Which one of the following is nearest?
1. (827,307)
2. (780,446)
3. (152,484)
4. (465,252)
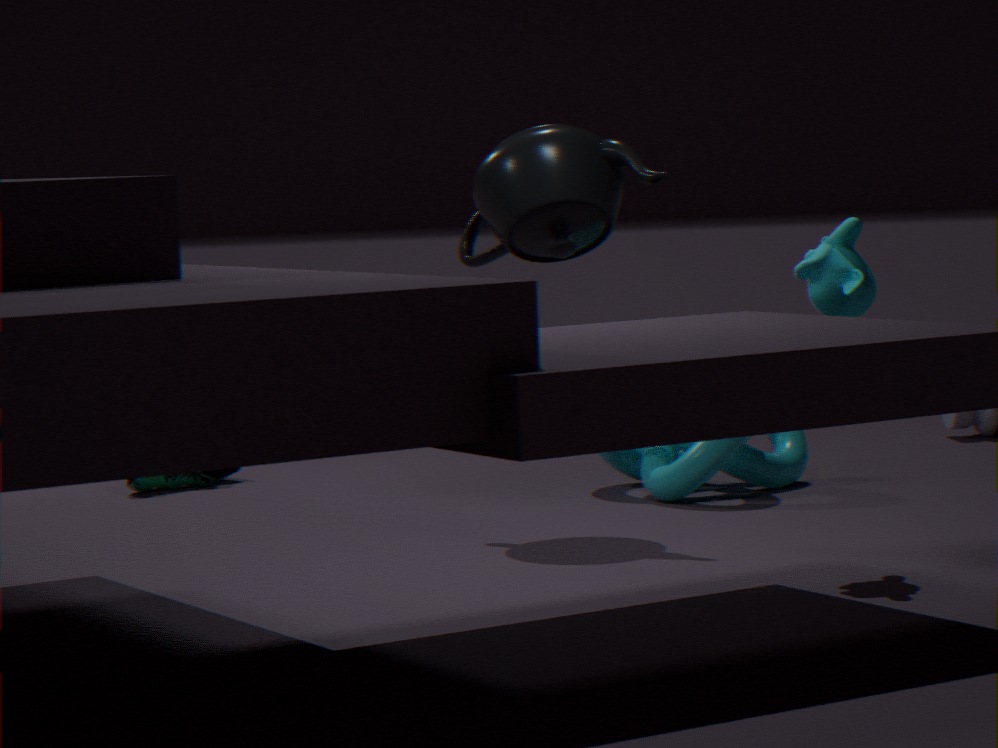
(827,307)
